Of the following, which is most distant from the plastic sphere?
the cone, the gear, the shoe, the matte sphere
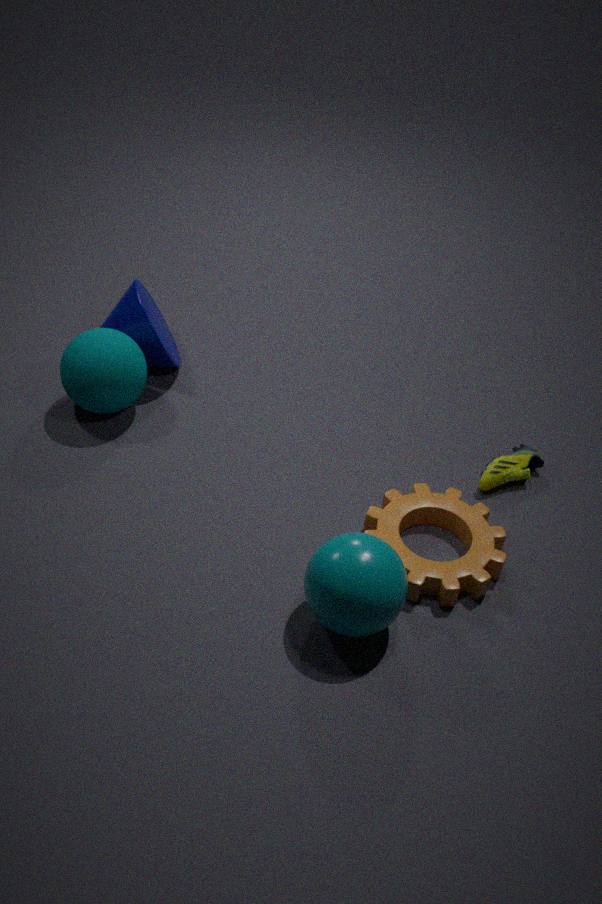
the cone
